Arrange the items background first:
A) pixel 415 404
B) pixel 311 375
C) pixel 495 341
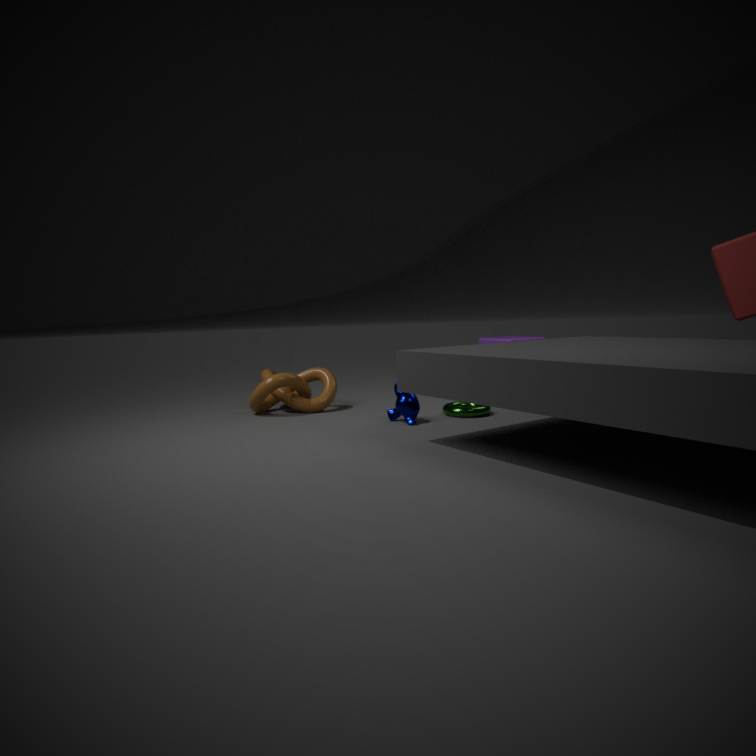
pixel 495 341 → pixel 311 375 → pixel 415 404
